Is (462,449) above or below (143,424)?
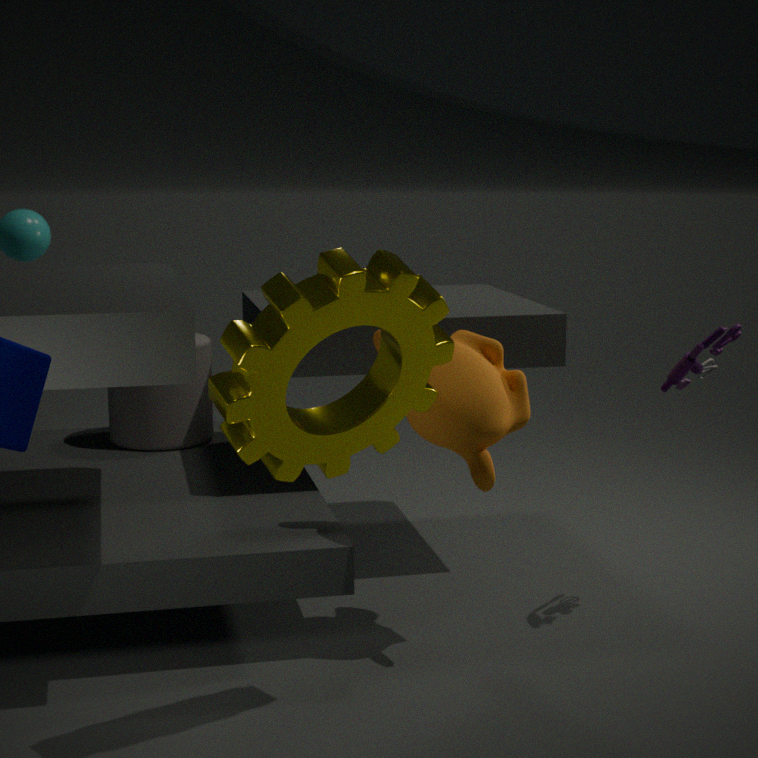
above
